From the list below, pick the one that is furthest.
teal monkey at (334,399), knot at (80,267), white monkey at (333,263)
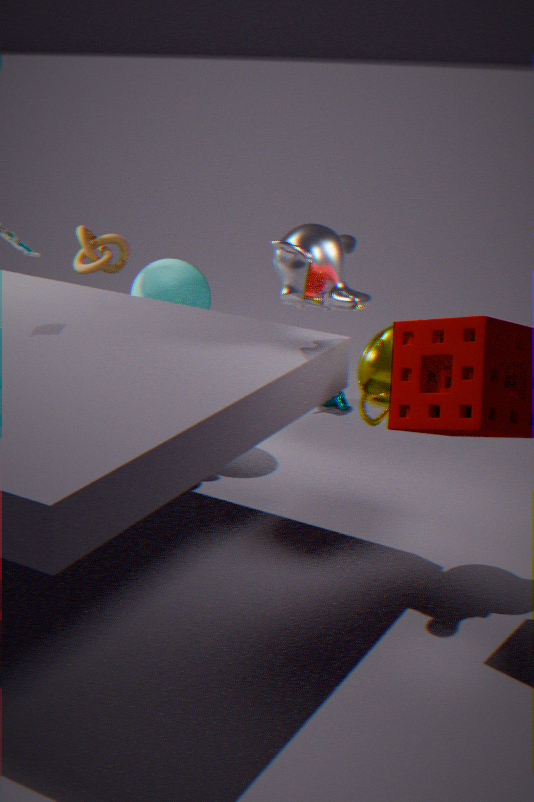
teal monkey at (334,399)
